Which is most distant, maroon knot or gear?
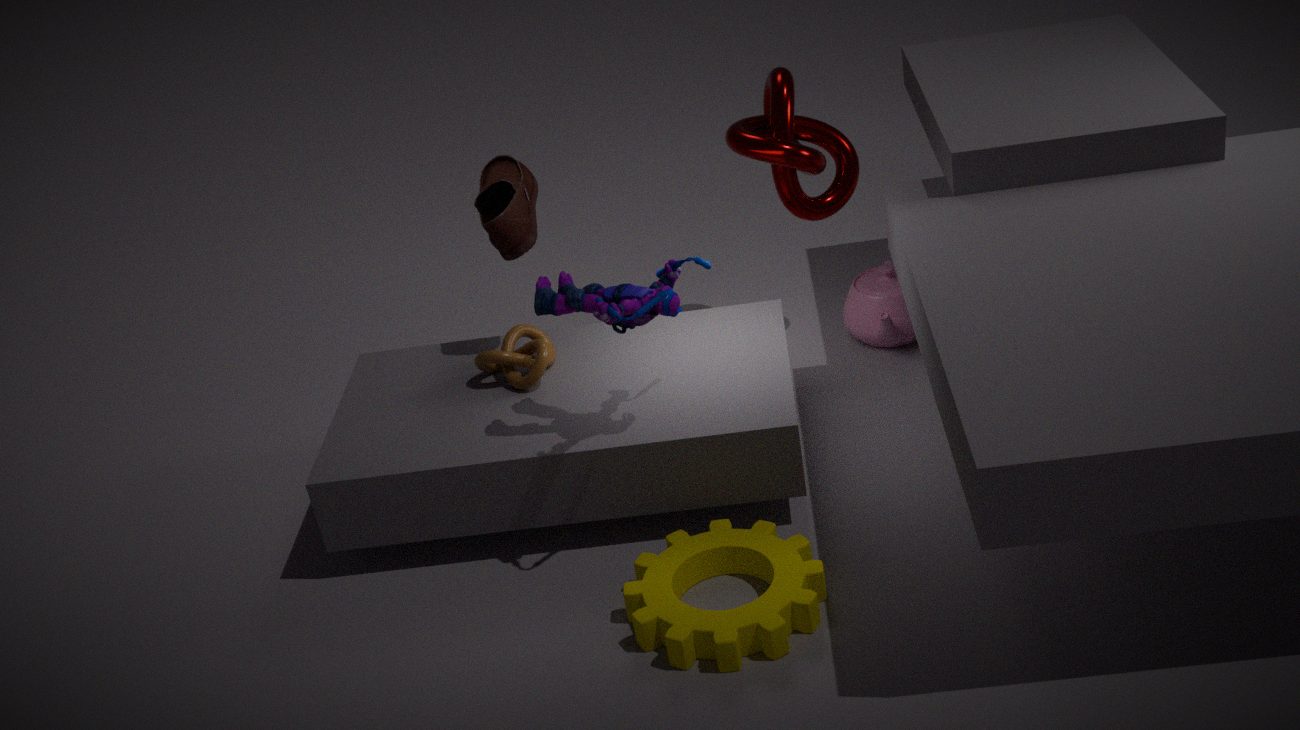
maroon knot
